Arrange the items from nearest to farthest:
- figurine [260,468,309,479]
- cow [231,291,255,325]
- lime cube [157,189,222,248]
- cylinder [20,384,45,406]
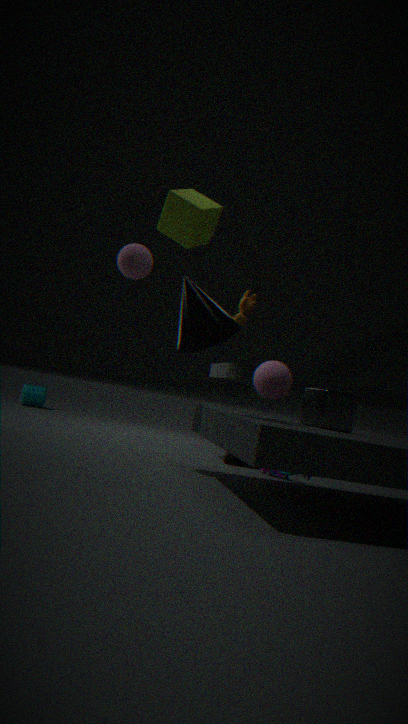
lime cube [157,189,222,248], figurine [260,468,309,479], cow [231,291,255,325], cylinder [20,384,45,406]
